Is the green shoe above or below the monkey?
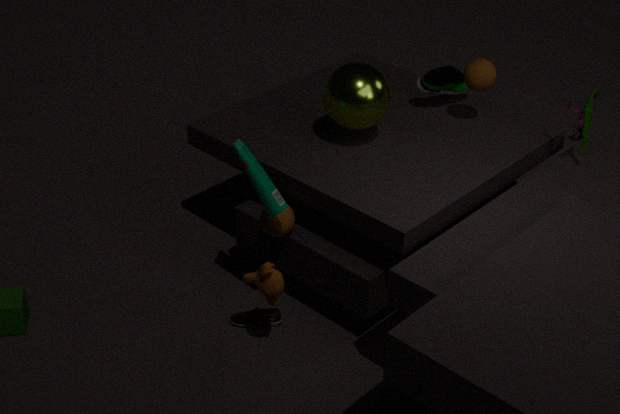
above
